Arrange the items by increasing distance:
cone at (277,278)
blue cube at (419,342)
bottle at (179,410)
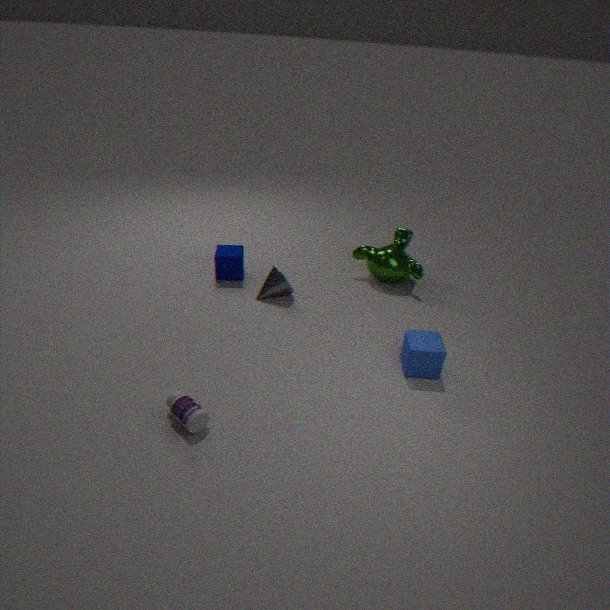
bottle at (179,410), blue cube at (419,342), cone at (277,278)
